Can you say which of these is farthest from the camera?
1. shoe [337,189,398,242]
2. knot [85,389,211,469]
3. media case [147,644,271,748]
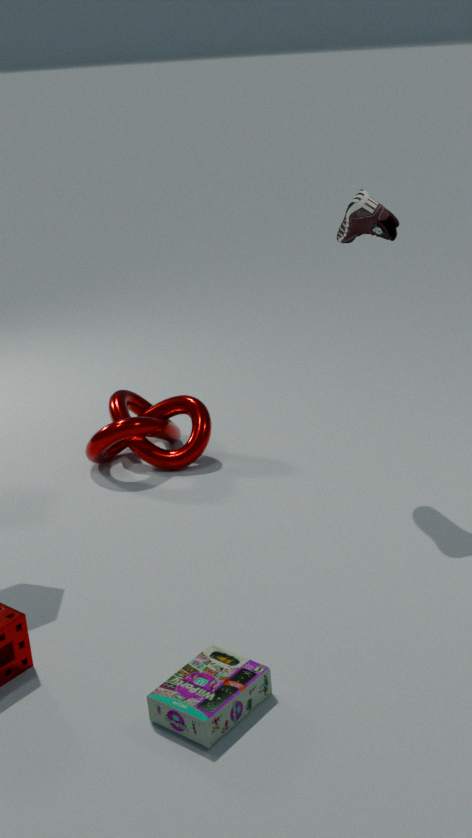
knot [85,389,211,469]
